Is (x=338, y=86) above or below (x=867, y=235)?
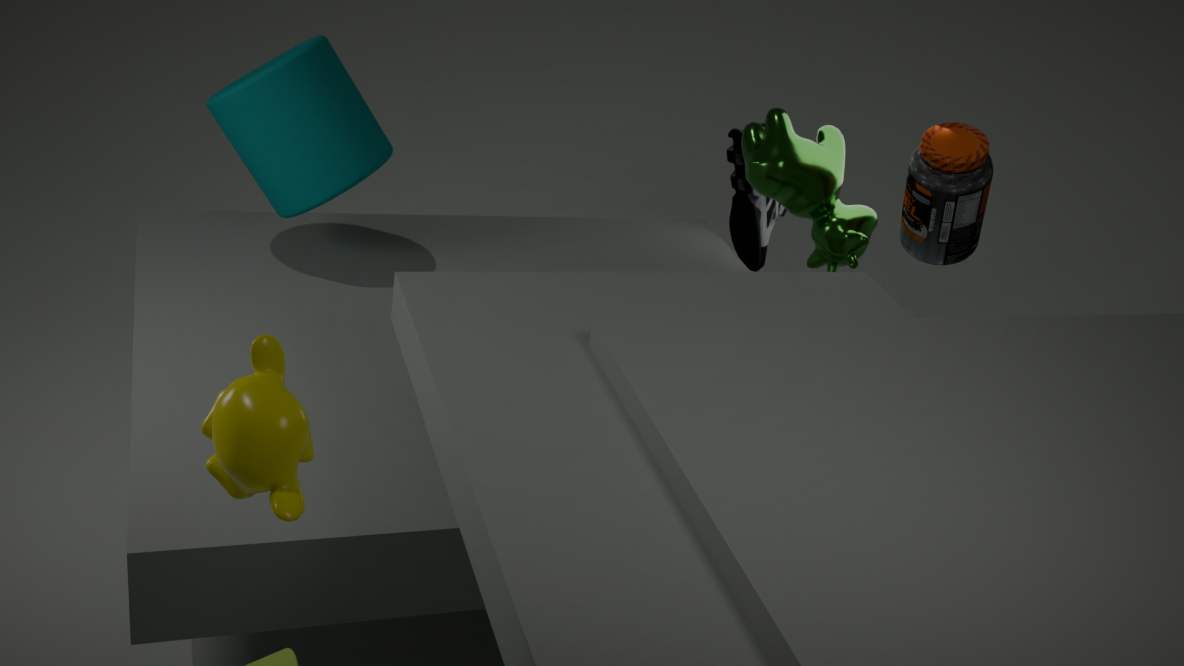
above
